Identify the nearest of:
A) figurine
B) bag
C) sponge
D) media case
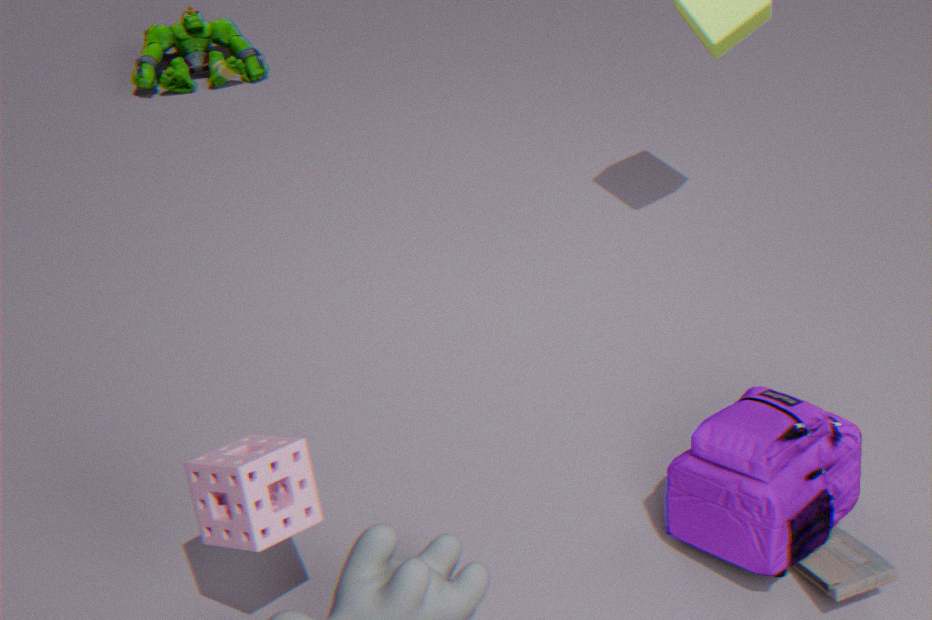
sponge
